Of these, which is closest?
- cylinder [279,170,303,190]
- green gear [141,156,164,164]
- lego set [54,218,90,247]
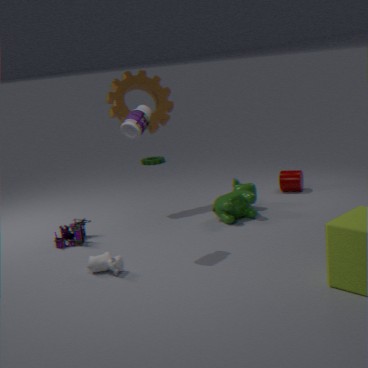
lego set [54,218,90,247]
